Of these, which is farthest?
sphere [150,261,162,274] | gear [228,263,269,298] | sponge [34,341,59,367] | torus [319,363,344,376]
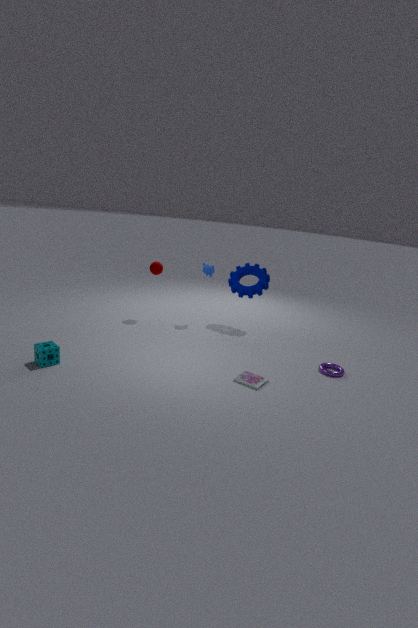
sphere [150,261,162,274]
